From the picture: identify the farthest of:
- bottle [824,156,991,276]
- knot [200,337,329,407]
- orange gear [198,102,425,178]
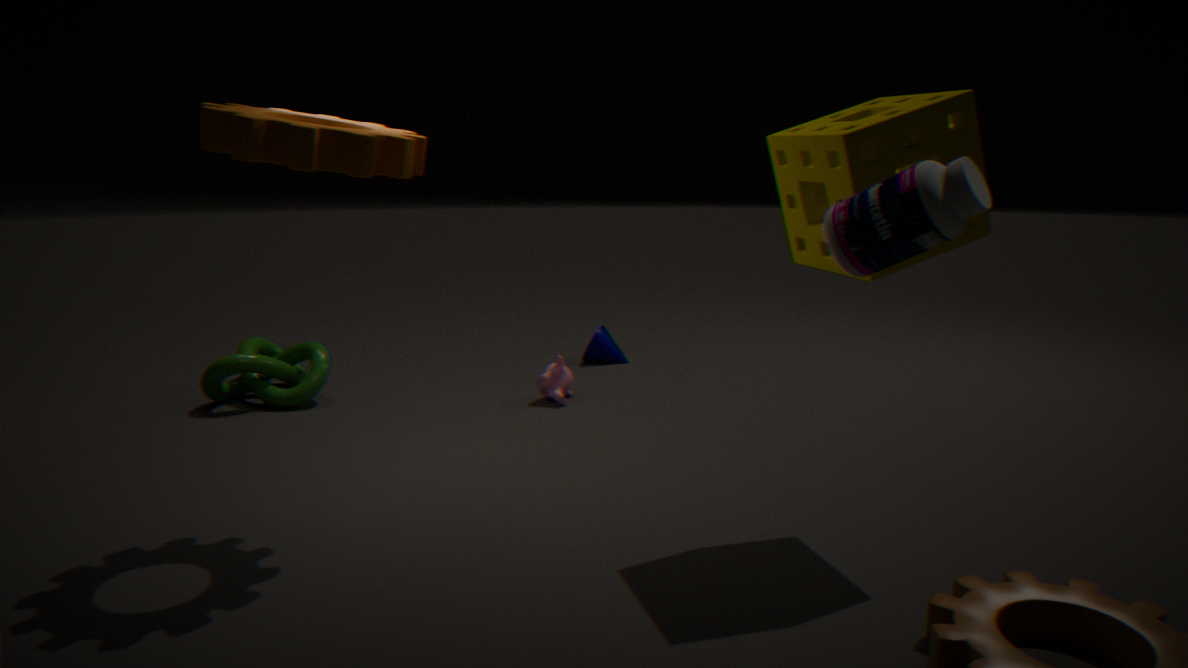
knot [200,337,329,407]
